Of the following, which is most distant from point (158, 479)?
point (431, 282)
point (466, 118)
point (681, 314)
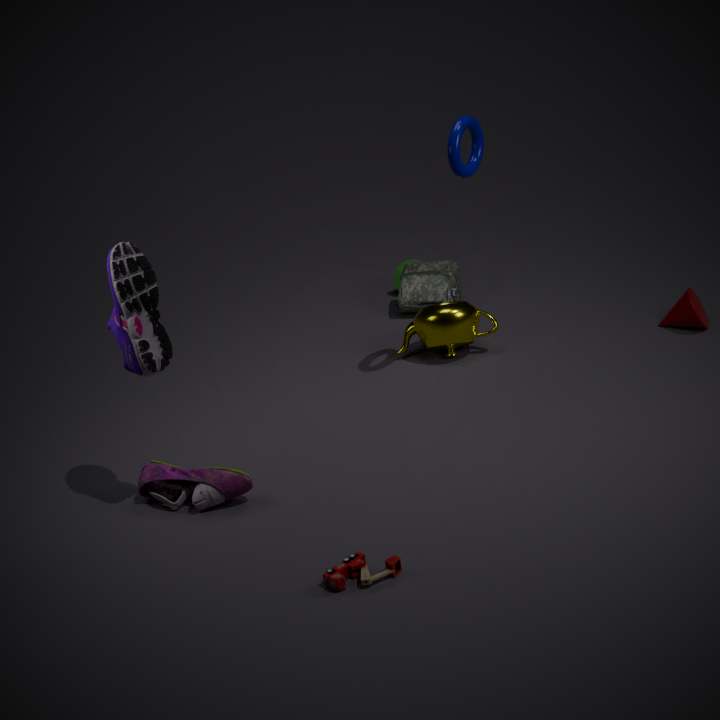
point (681, 314)
